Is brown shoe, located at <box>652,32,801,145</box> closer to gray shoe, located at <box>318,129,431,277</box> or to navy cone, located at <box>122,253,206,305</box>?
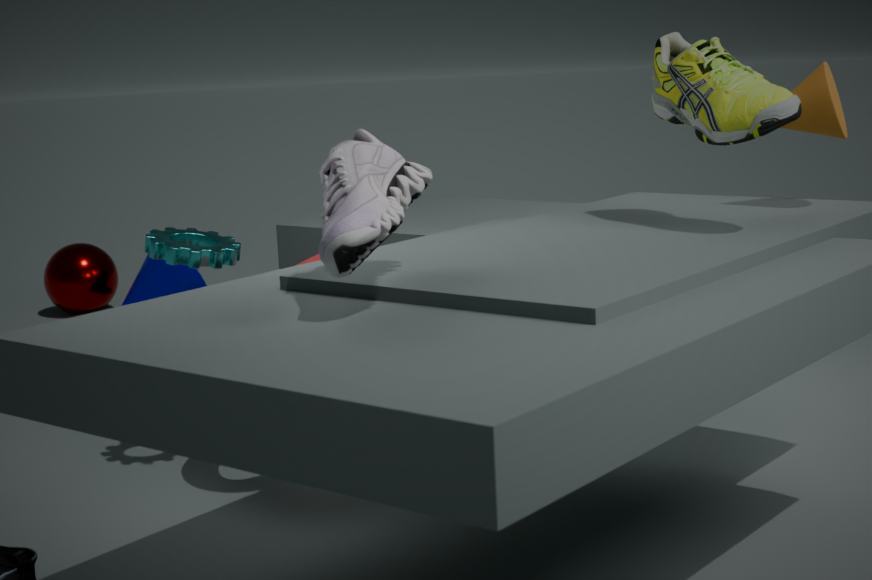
gray shoe, located at <box>318,129,431,277</box>
